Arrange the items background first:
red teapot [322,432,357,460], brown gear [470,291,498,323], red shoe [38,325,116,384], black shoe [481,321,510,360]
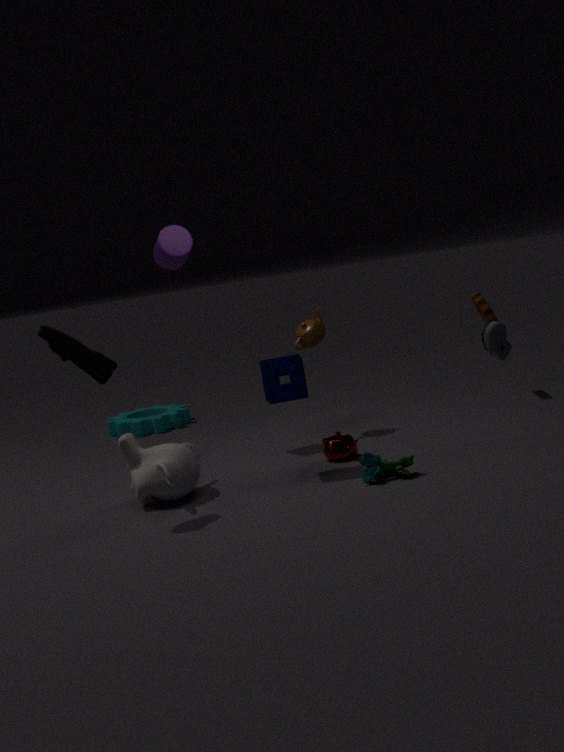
brown gear [470,291,498,323] < red teapot [322,432,357,460] < red shoe [38,325,116,384] < black shoe [481,321,510,360]
